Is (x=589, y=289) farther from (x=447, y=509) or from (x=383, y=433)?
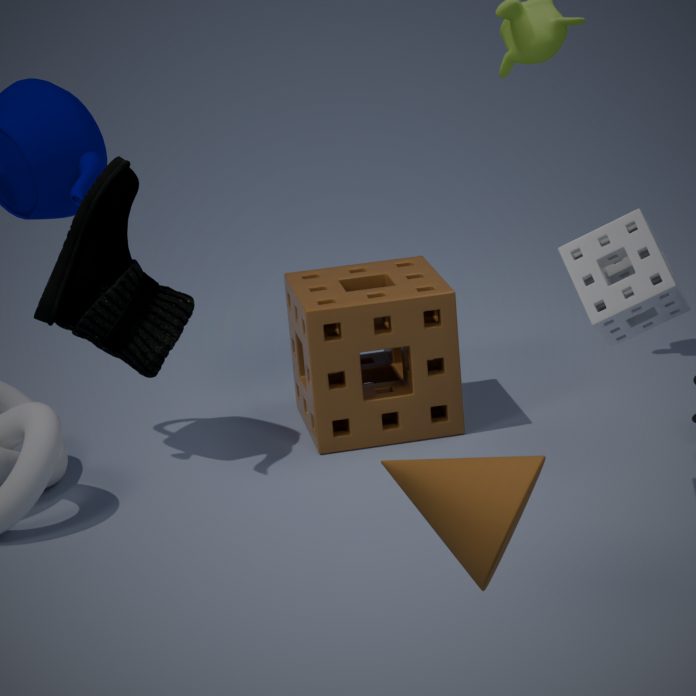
(x=447, y=509)
